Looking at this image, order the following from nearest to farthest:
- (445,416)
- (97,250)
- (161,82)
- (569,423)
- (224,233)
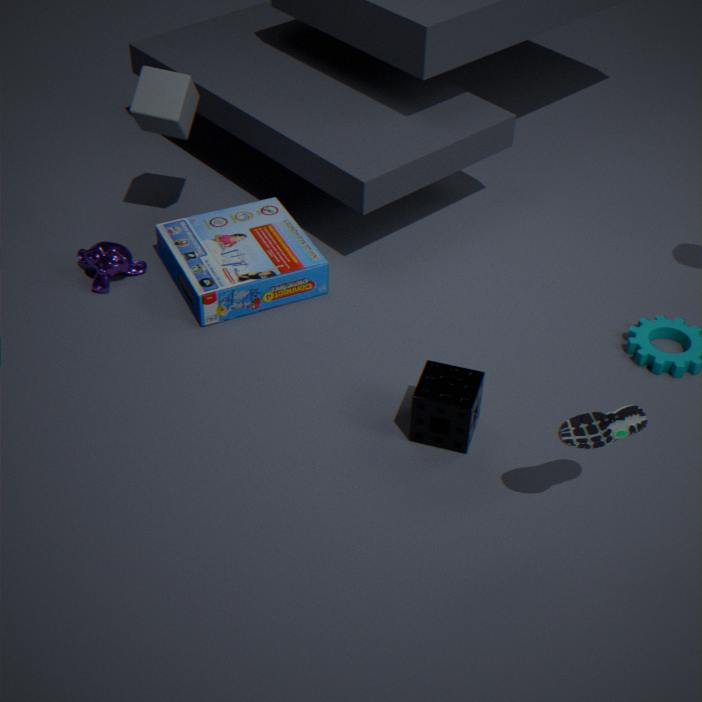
(569,423), (445,416), (161,82), (97,250), (224,233)
